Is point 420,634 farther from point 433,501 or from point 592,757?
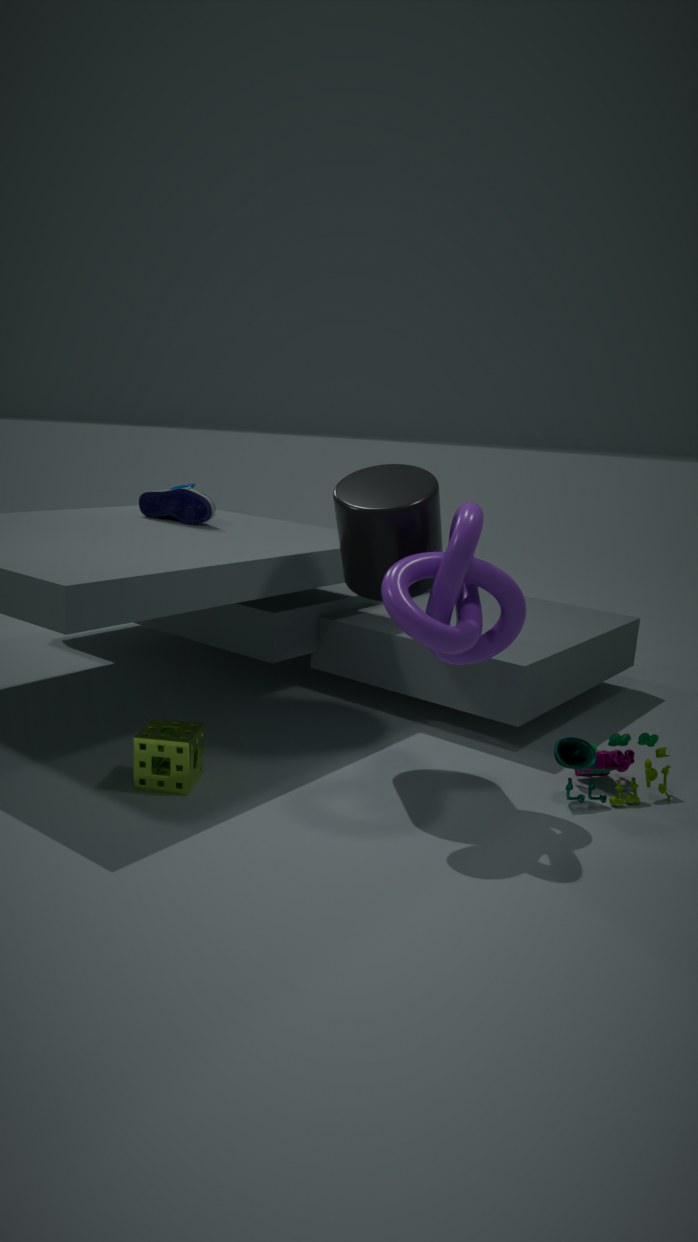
point 592,757
